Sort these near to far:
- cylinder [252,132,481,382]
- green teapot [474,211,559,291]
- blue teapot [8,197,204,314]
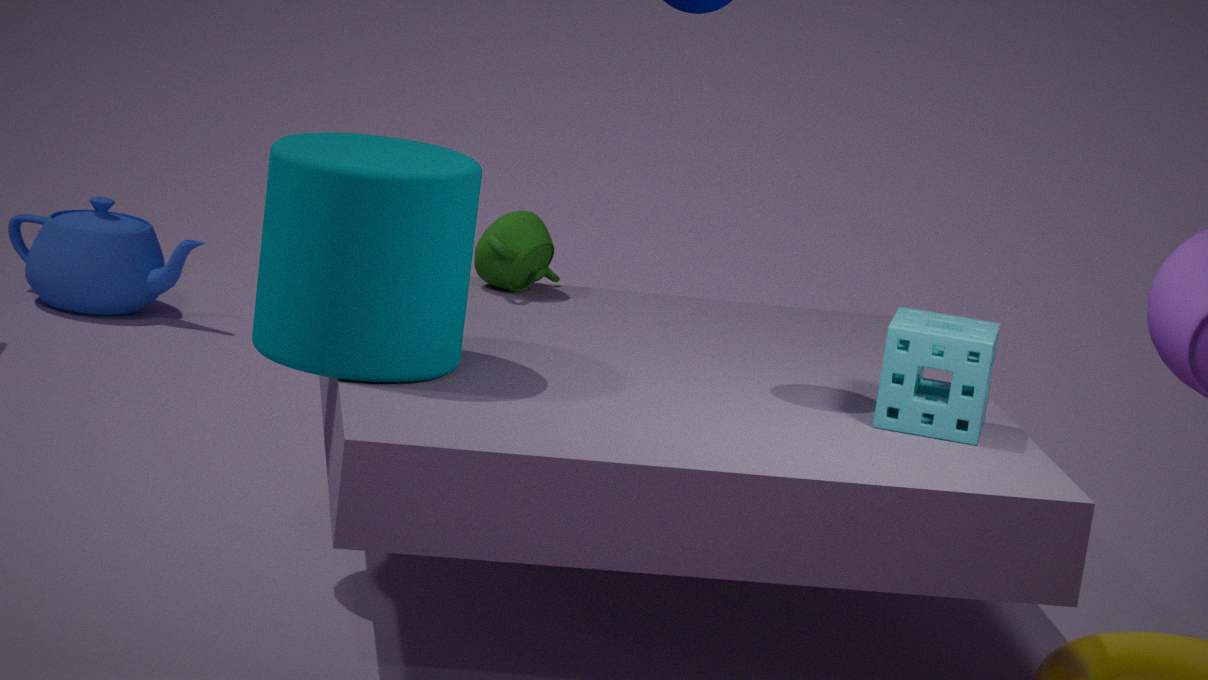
cylinder [252,132,481,382] < green teapot [474,211,559,291] < blue teapot [8,197,204,314]
